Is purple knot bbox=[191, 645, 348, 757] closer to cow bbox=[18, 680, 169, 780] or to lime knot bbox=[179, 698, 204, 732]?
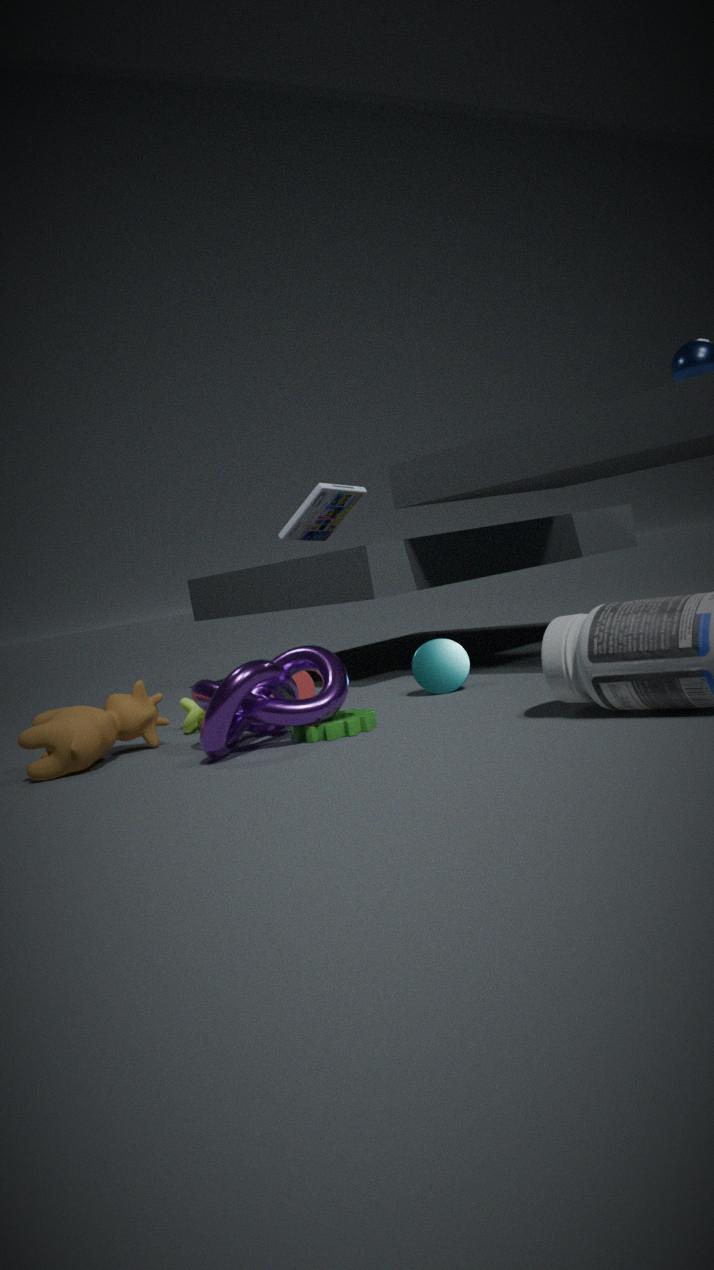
cow bbox=[18, 680, 169, 780]
